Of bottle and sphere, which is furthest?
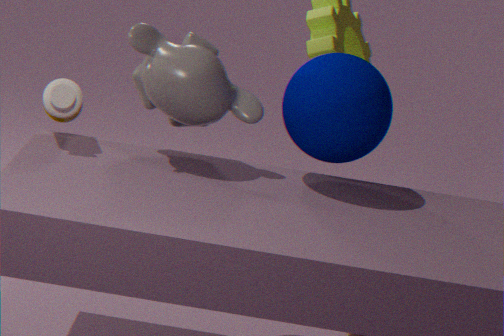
bottle
